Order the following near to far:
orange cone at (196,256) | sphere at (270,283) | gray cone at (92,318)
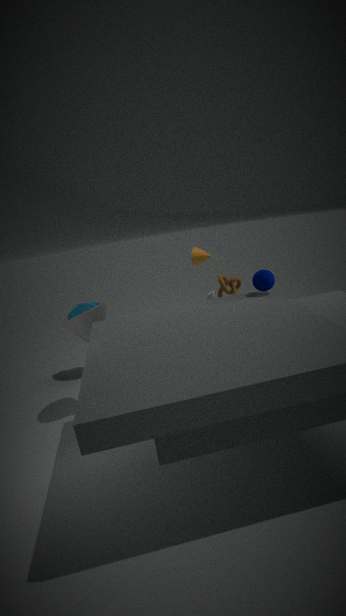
sphere at (270,283) → gray cone at (92,318) → orange cone at (196,256)
